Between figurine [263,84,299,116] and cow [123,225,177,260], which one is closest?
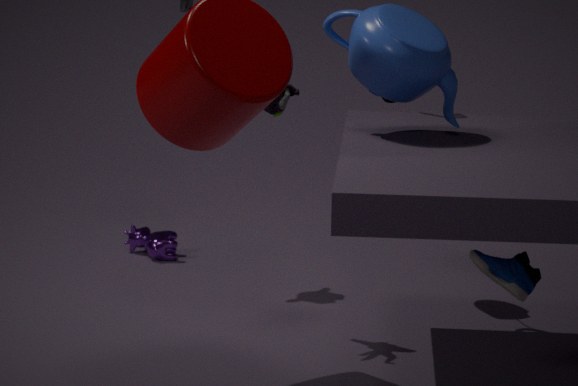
figurine [263,84,299,116]
